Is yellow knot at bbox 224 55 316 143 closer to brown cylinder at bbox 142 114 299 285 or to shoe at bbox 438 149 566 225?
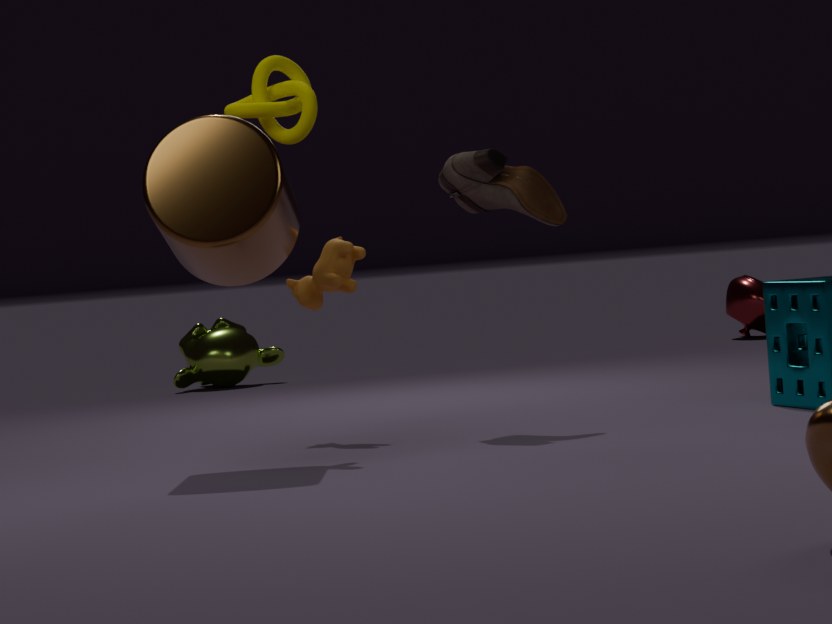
brown cylinder at bbox 142 114 299 285
